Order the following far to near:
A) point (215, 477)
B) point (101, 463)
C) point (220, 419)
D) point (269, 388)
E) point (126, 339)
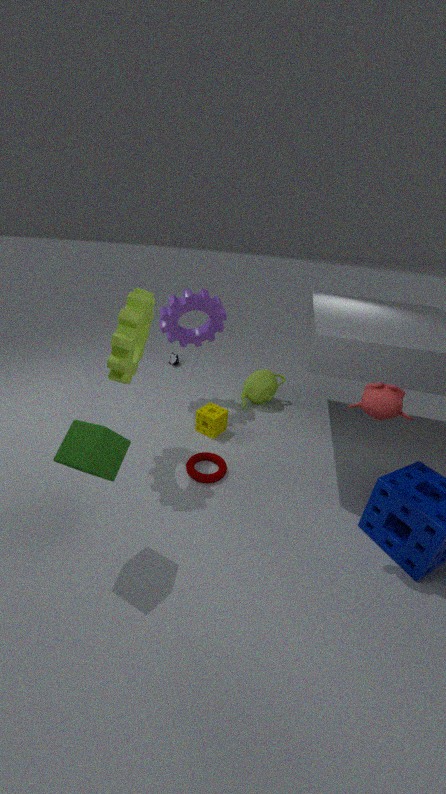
point (269, 388), point (220, 419), point (215, 477), point (126, 339), point (101, 463)
